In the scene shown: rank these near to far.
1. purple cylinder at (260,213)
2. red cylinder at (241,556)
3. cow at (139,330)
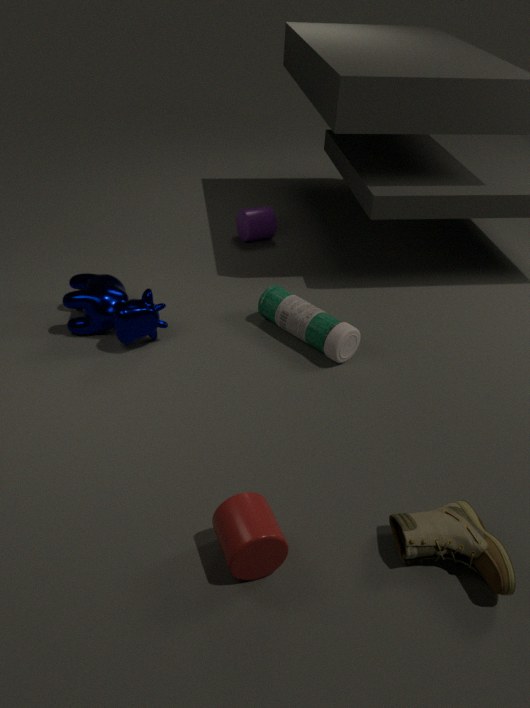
red cylinder at (241,556), cow at (139,330), purple cylinder at (260,213)
